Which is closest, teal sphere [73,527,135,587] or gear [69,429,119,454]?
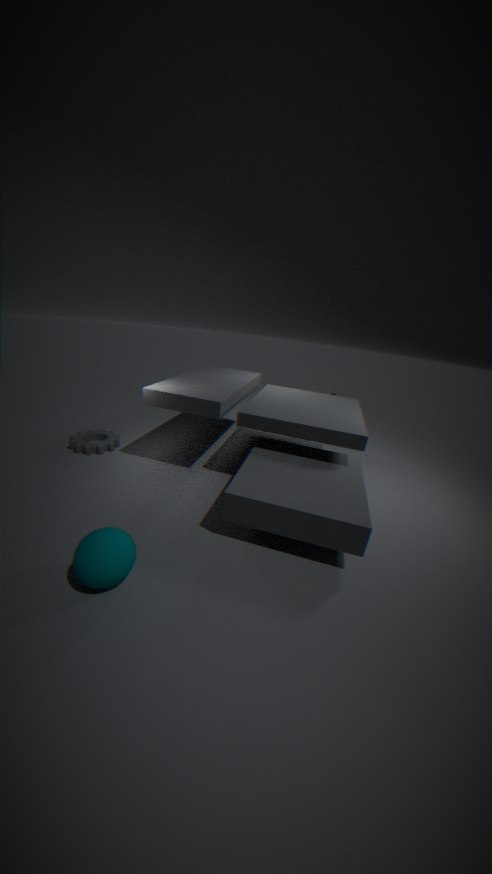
teal sphere [73,527,135,587]
